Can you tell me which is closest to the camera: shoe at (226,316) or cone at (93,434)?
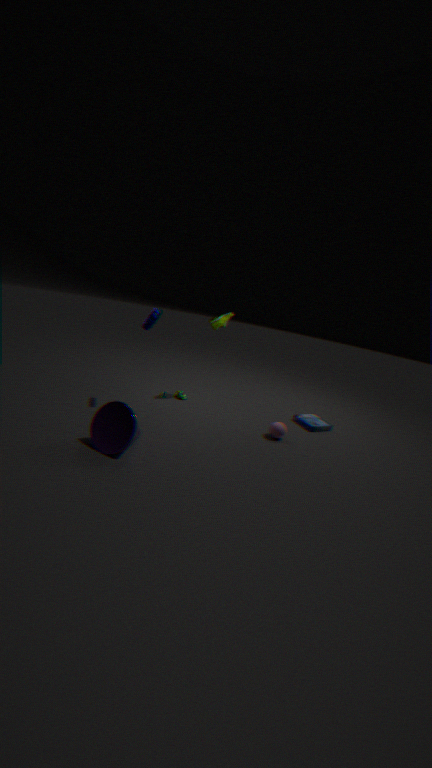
cone at (93,434)
